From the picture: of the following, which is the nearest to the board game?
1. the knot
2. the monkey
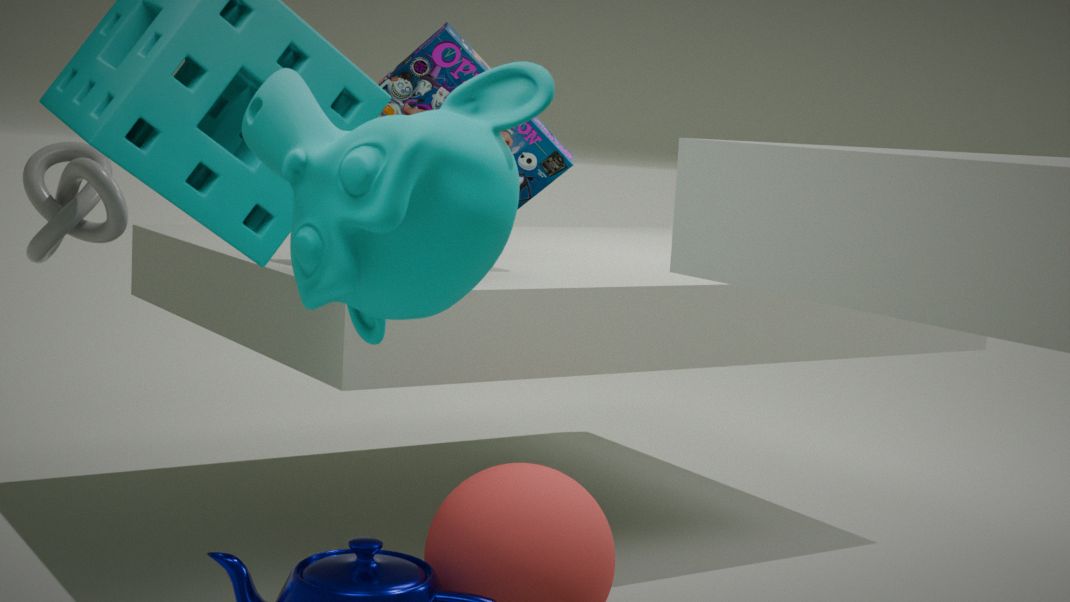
the knot
